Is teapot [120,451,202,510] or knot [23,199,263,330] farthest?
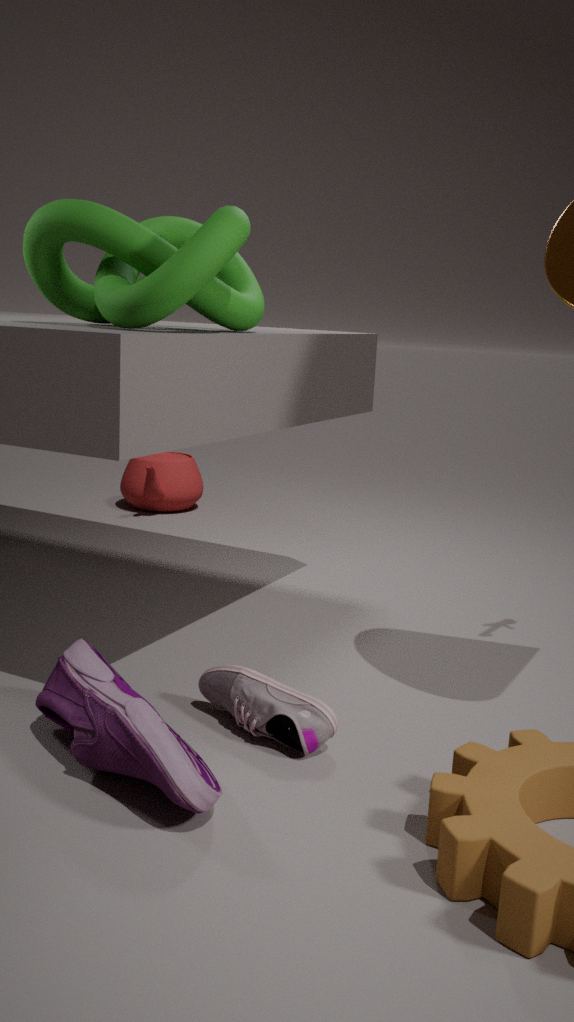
teapot [120,451,202,510]
